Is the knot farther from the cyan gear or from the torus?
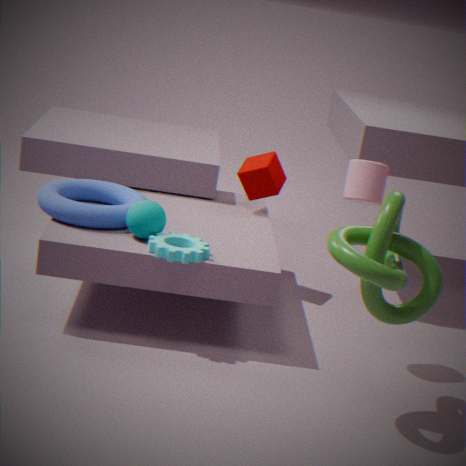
the torus
